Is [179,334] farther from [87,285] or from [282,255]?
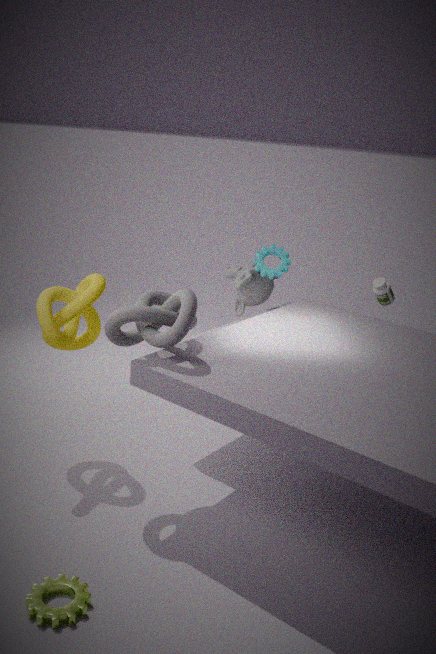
[282,255]
